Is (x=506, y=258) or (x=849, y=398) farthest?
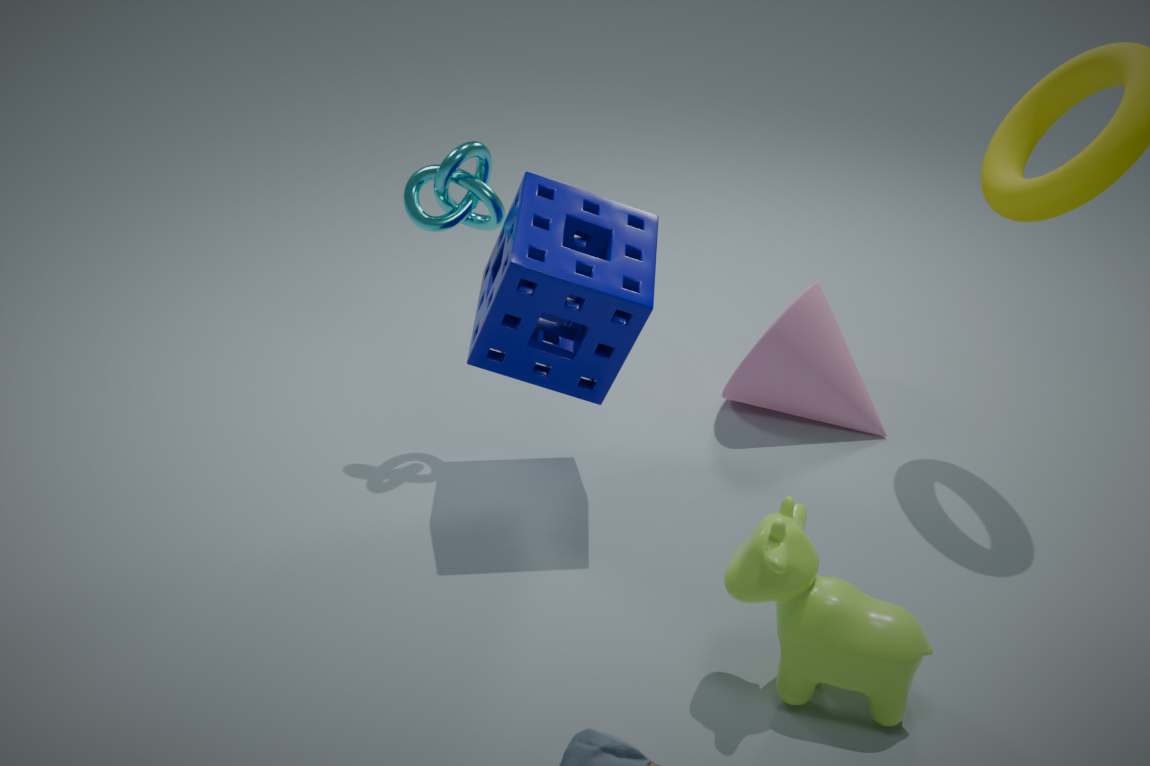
(x=849, y=398)
